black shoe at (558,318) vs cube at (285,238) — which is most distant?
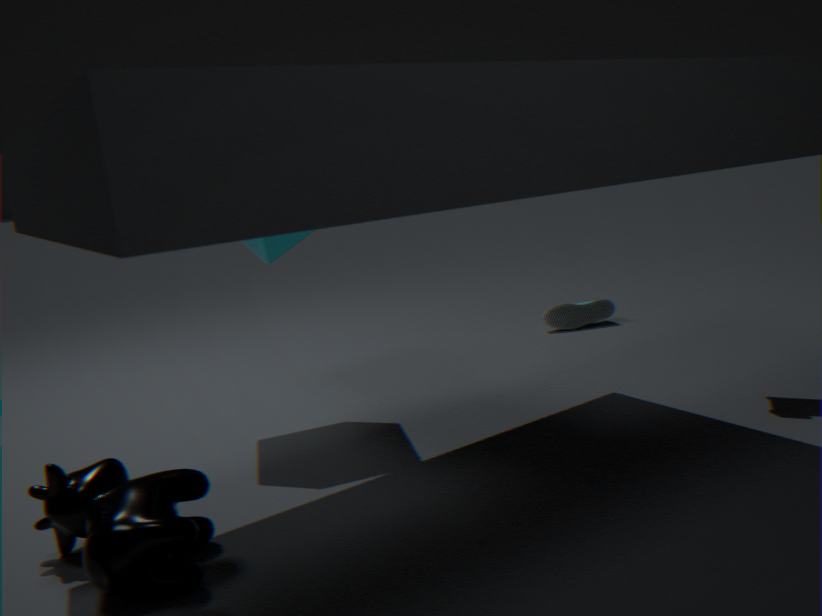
black shoe at (558,318)
